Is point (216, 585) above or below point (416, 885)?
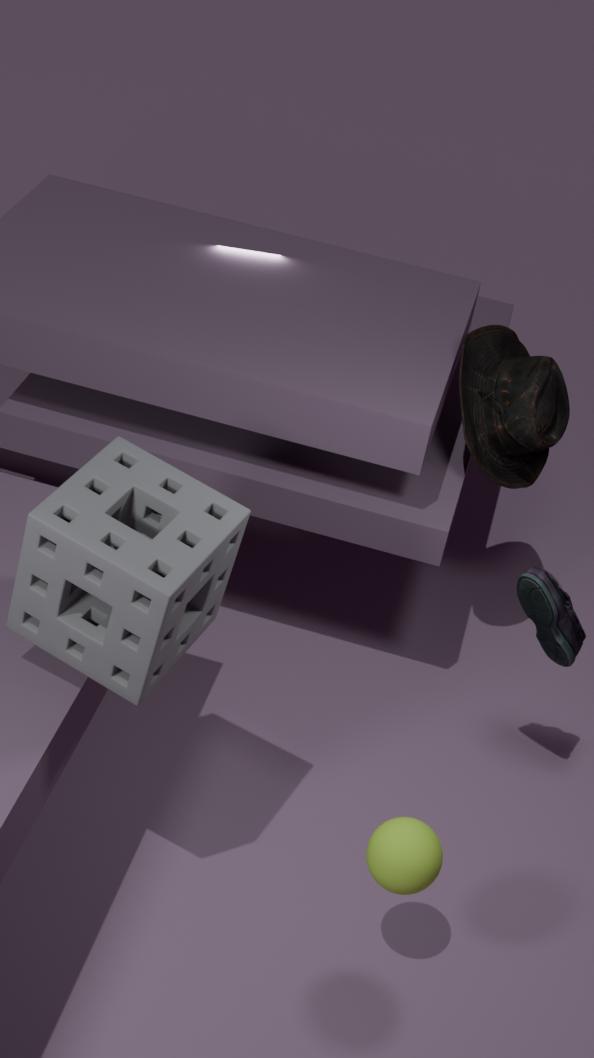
above
